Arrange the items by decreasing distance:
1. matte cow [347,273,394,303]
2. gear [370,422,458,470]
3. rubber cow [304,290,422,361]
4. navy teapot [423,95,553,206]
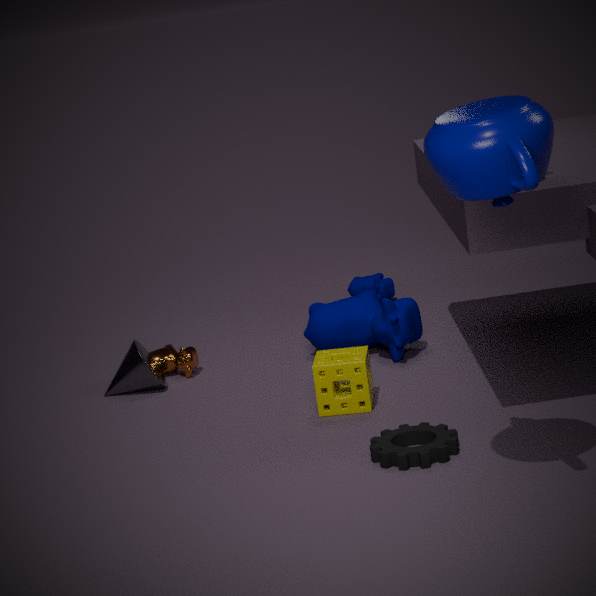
matte cow [347,273,394,303]
rubber cow [304,290,422,361]
gear [370,422,458,470]
navy teapot [423,95,553,206]
